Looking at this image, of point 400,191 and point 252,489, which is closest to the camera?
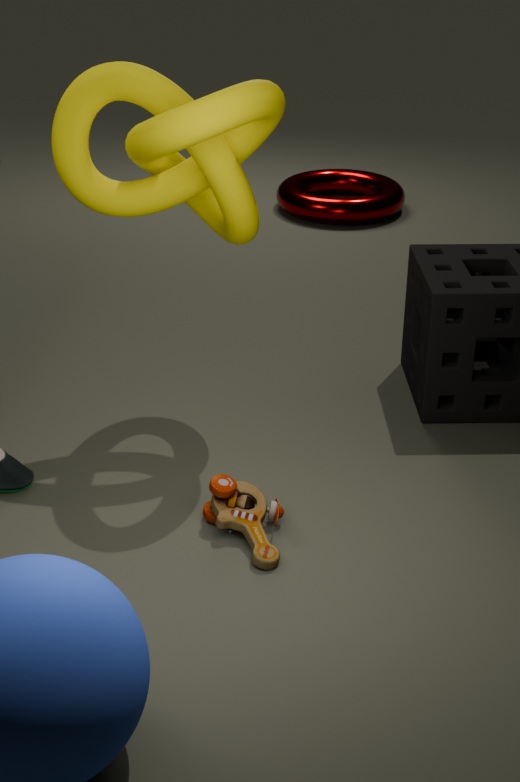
point 252,489
